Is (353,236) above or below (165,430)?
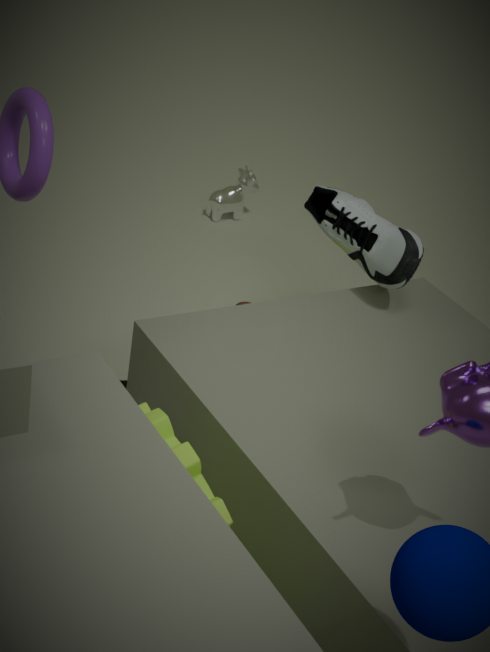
above
